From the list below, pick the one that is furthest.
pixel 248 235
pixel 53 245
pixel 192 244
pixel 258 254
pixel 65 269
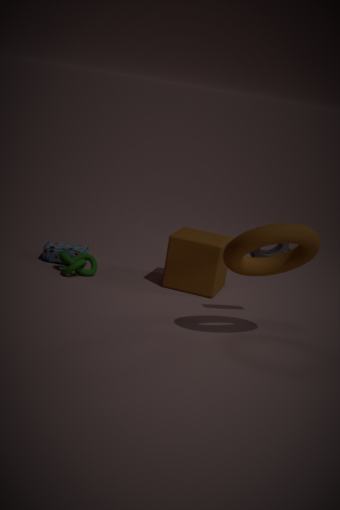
pixel 53 245
